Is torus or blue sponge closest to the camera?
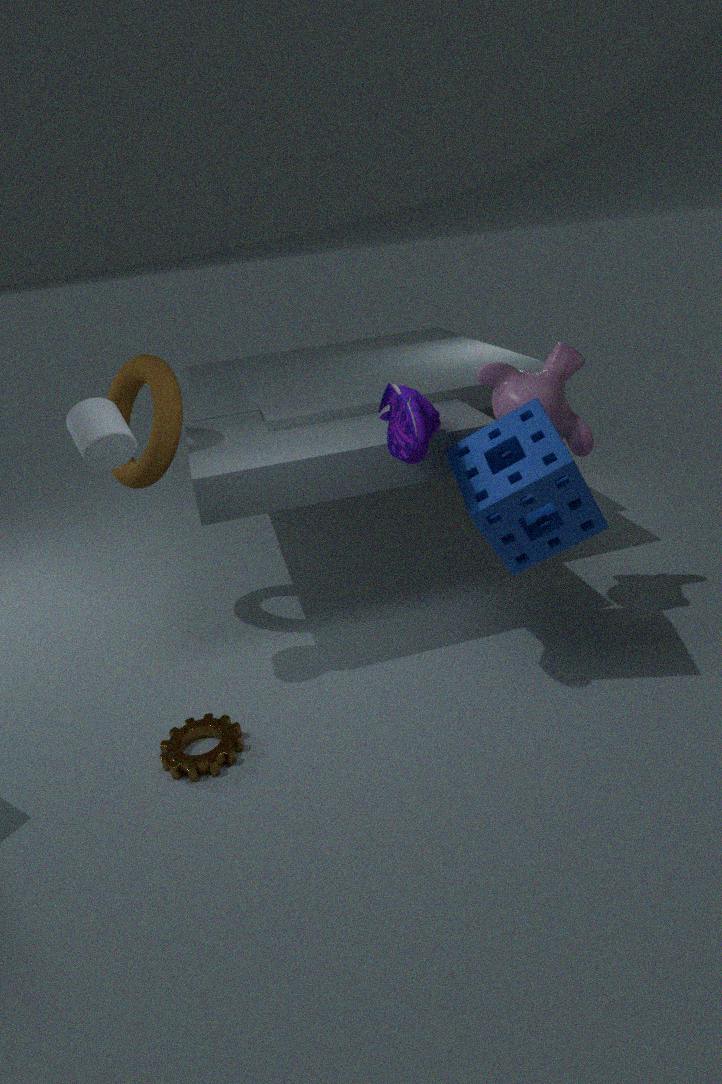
blue sponge
